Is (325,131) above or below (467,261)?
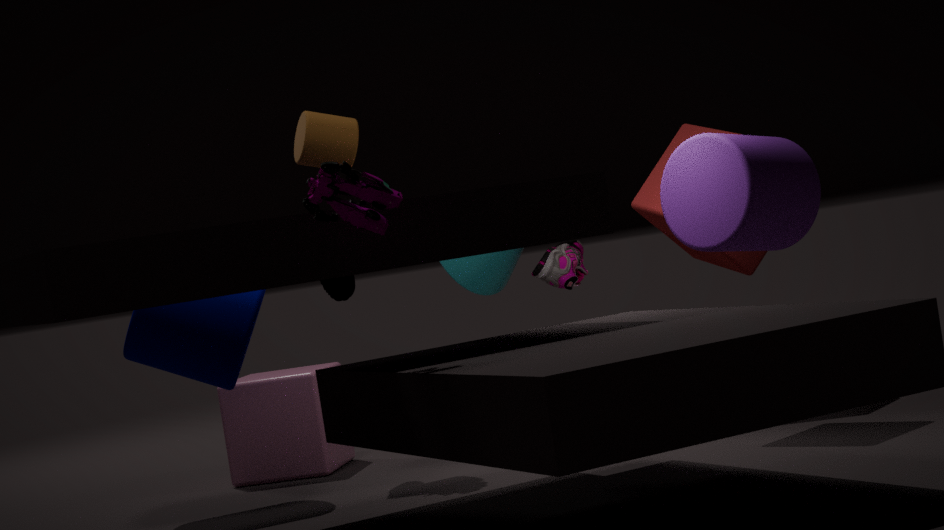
above
